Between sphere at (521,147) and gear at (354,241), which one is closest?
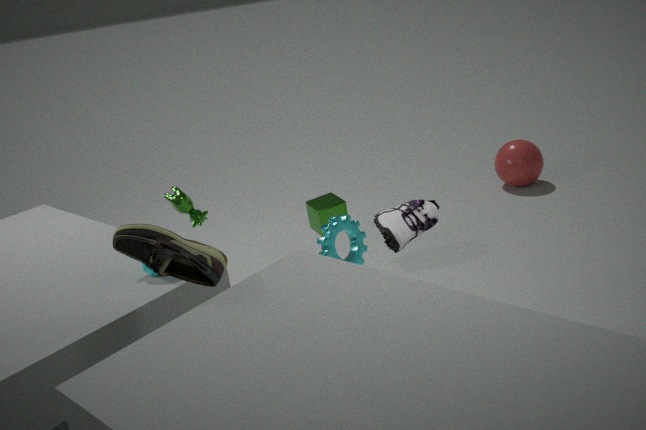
gear at (354,241)
